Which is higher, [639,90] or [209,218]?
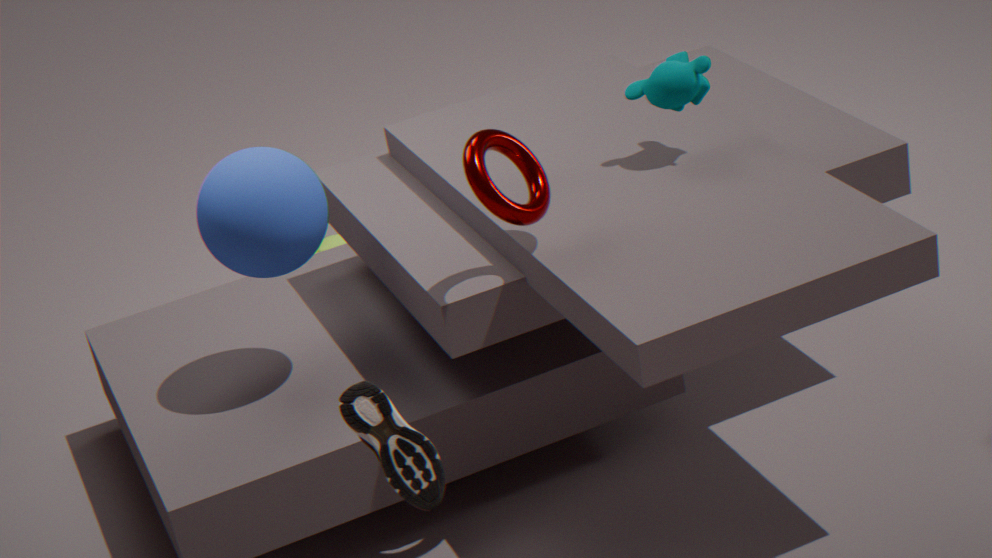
[639,90]
